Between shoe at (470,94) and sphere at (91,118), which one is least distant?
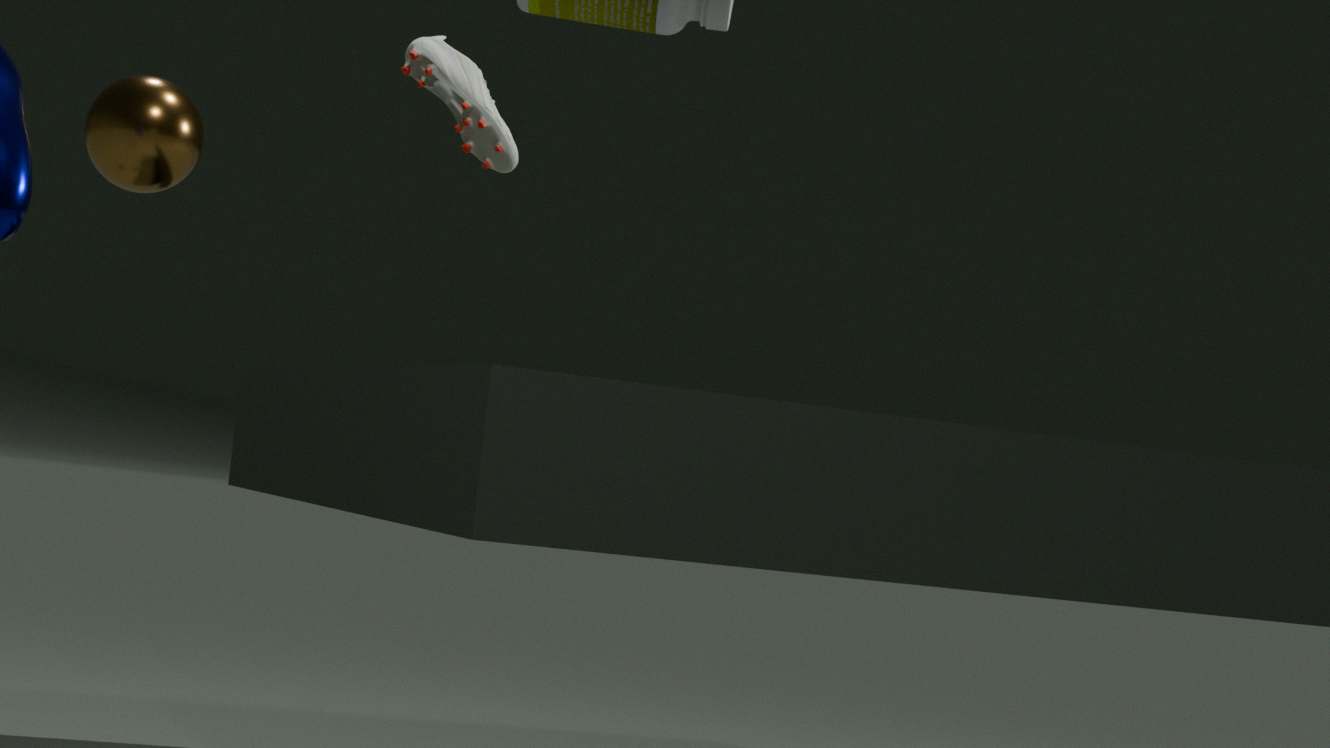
shoe at (470,94)
